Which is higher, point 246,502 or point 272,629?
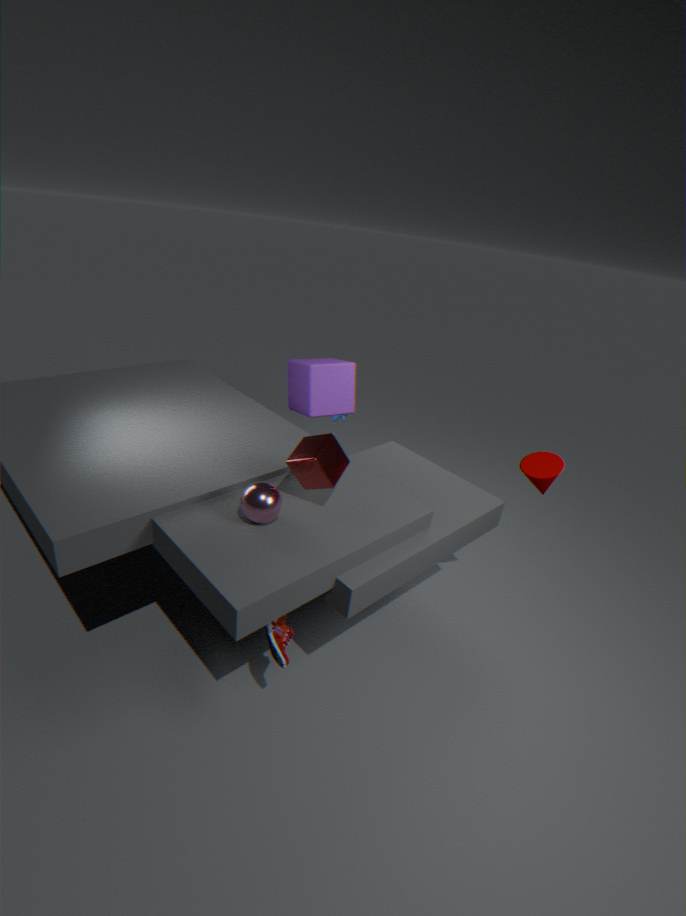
point 246,502
